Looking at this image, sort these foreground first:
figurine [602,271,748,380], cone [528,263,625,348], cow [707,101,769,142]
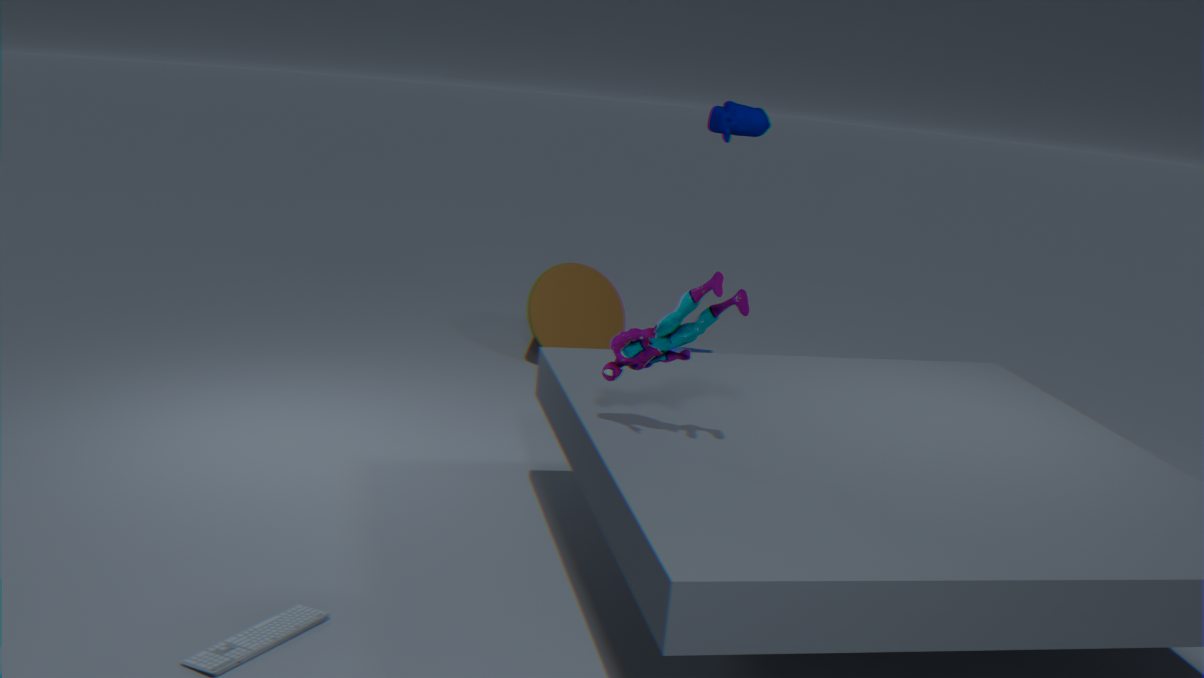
figurine [602,271,748,380] → cow [707,101,769,142] → cone [528,263,625,348]
